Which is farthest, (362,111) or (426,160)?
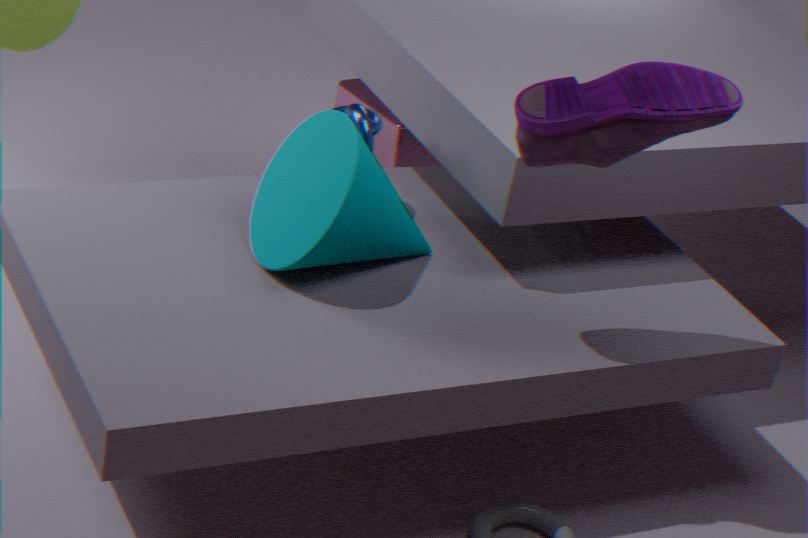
(426,160)
